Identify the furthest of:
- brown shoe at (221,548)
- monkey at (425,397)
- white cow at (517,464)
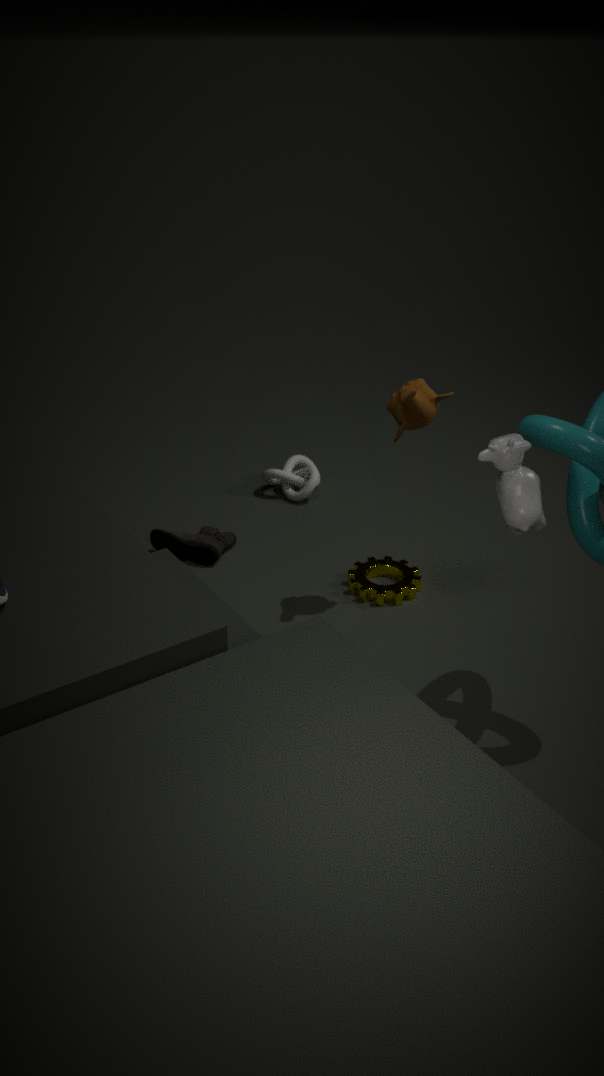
brown shoe at (221,548)
